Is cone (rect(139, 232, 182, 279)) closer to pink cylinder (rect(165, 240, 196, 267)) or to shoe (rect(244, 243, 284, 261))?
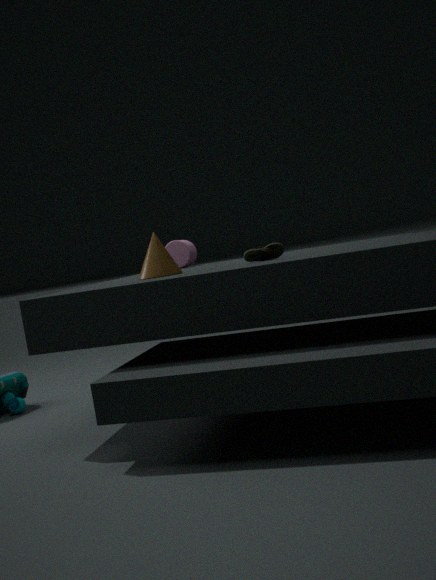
shoe (rect(244, 243, 284, 261))
